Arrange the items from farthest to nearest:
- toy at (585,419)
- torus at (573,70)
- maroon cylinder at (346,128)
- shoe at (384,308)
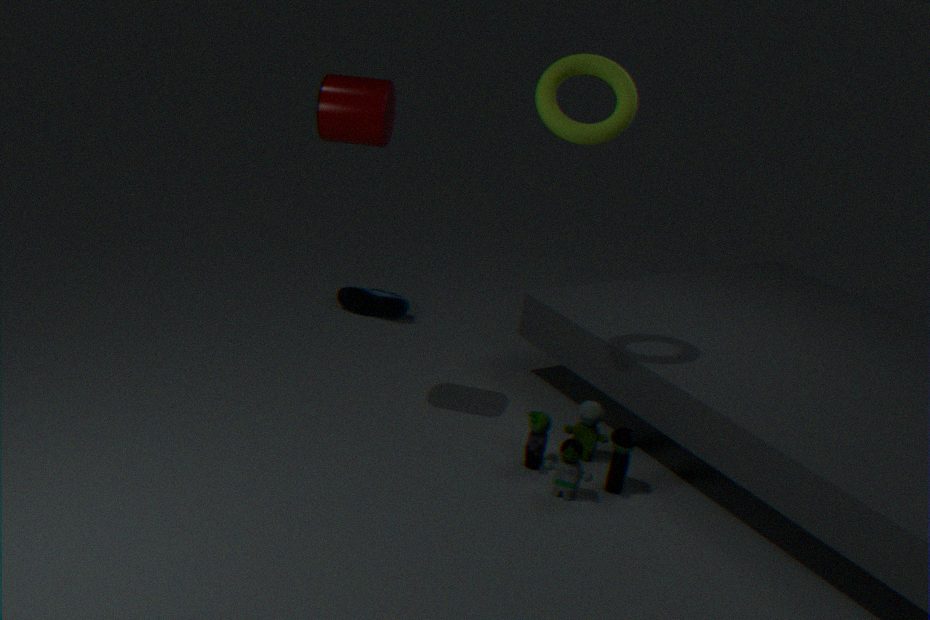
shoe at (384,308) < toy at (585,419) < maroon cylinder at (346,128) < torus at (573,70)
